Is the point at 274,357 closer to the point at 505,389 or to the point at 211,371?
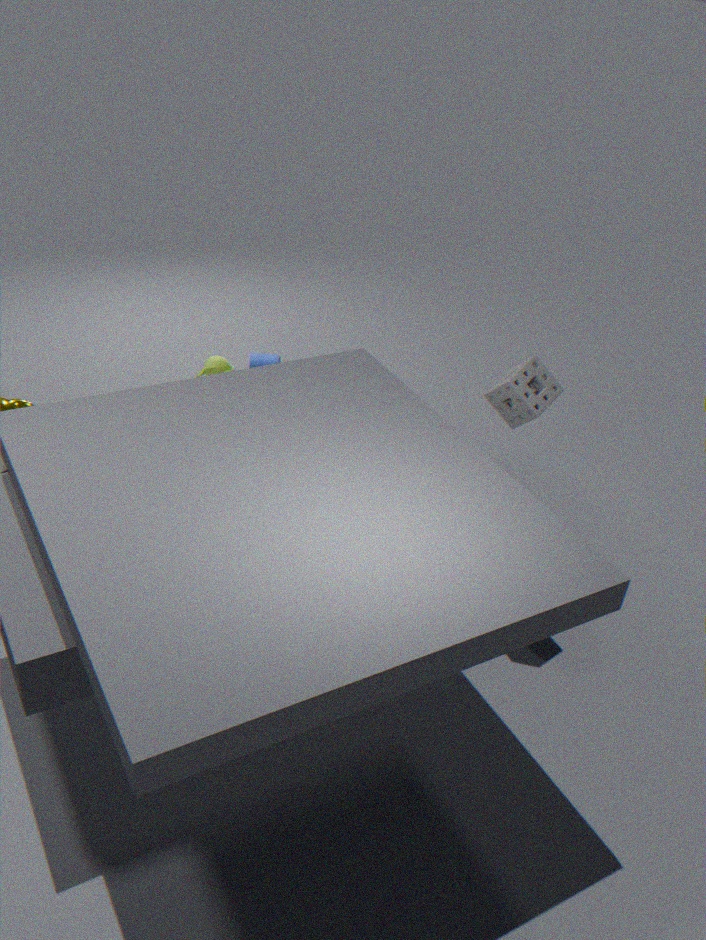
the point at 211,371
